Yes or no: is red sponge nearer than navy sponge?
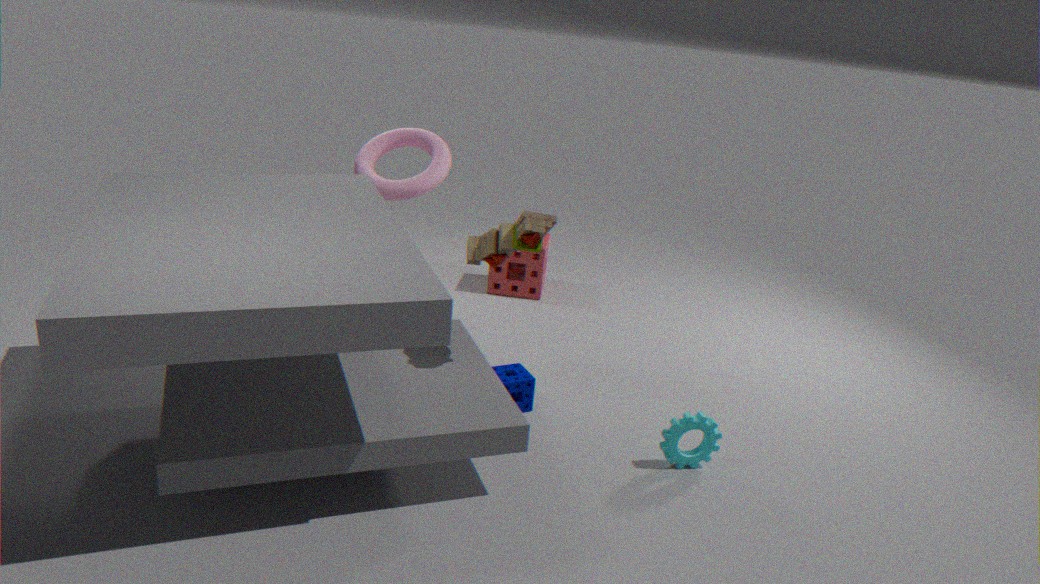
No
